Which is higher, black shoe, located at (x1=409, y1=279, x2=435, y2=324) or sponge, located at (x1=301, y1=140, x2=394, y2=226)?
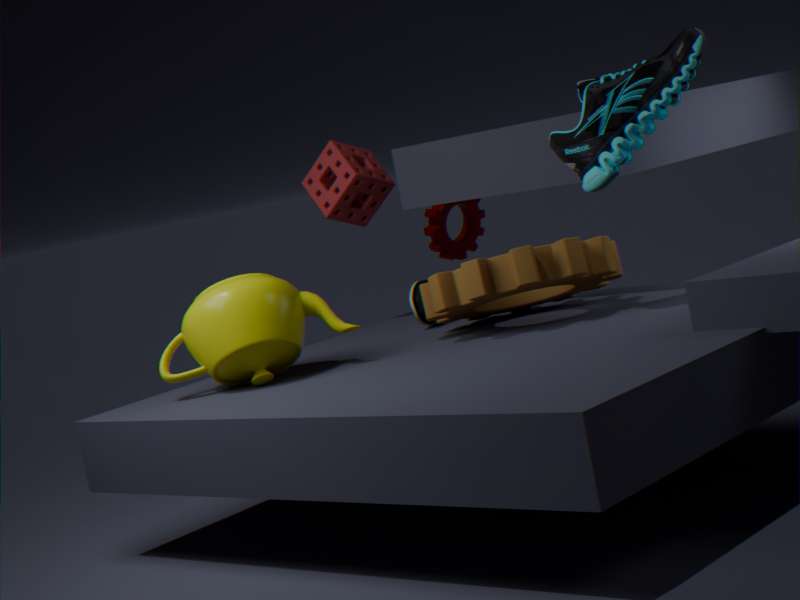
sponge, located at (x1=301, y1=140, x2=394, y2=226)
